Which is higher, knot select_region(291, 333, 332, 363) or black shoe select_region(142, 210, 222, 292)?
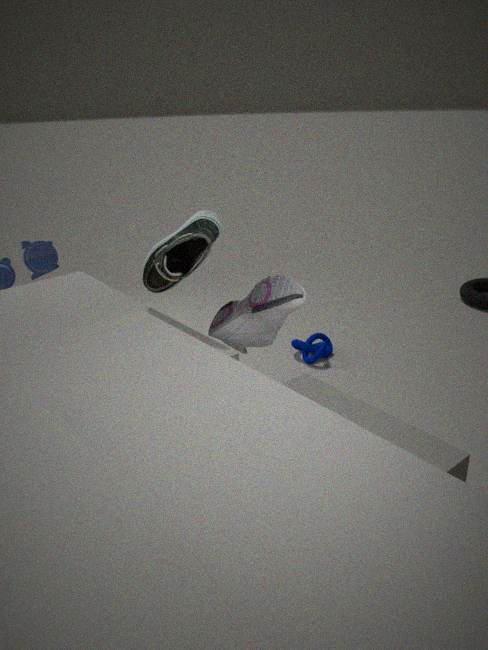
black shoe select_region(142, 210, 222, 292)
